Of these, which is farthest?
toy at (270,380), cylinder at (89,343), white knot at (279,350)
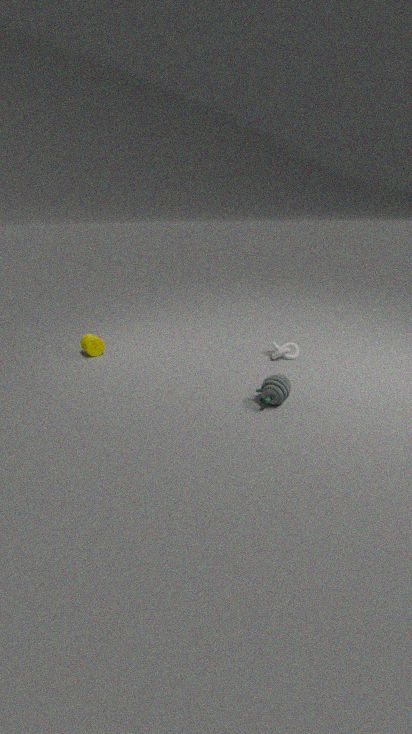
cylinder at (89,343)
